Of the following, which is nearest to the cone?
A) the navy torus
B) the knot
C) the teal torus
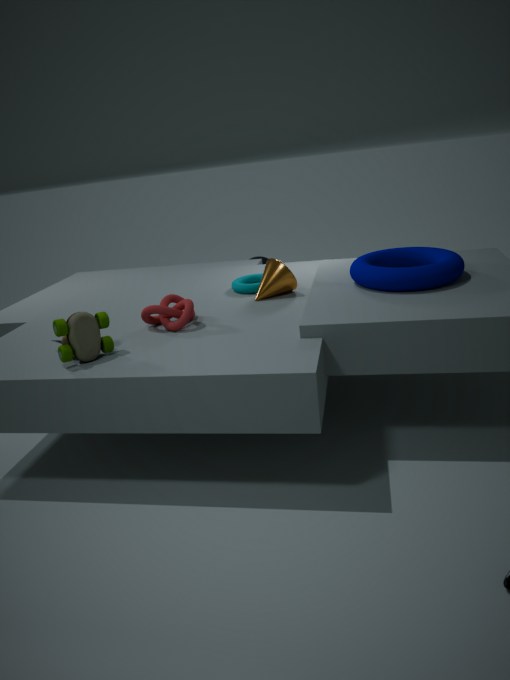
the teal torus
